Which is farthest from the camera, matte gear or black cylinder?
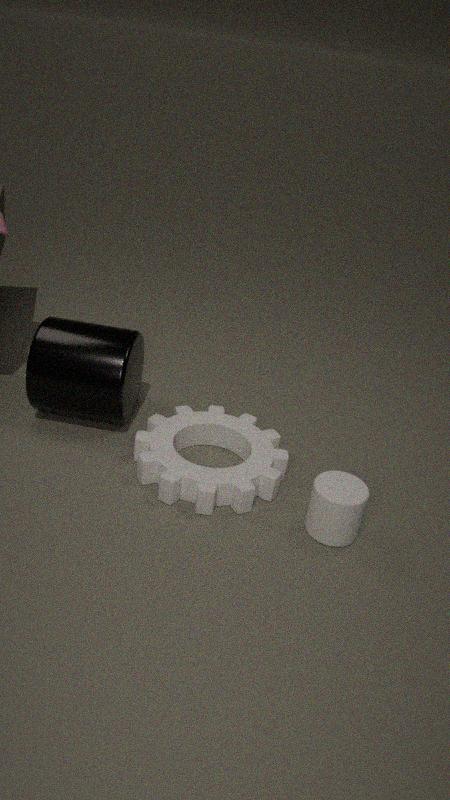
black cylinder
